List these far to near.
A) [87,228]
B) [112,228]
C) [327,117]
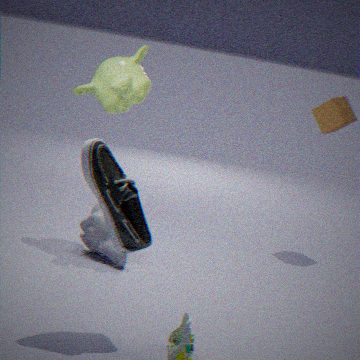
[327,117] → [87,228] → [112,228]
